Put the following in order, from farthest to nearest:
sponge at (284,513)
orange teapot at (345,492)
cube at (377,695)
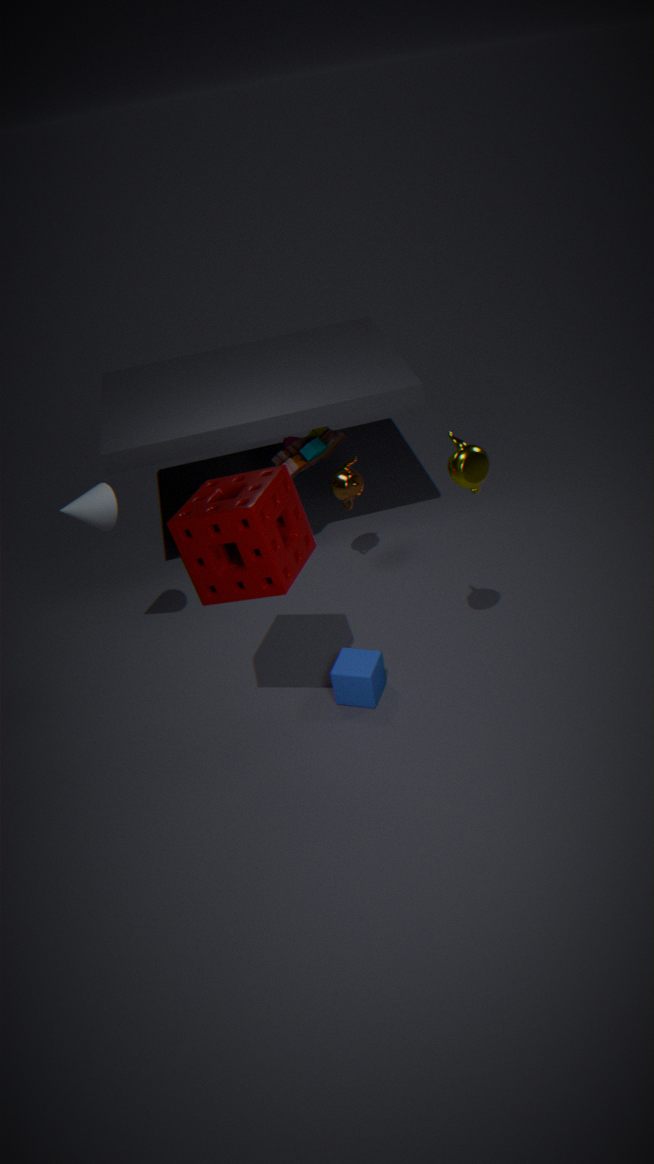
1. orange teapot at (345,492)
2. cube at (377,695)
3. sponge at (284,513)
